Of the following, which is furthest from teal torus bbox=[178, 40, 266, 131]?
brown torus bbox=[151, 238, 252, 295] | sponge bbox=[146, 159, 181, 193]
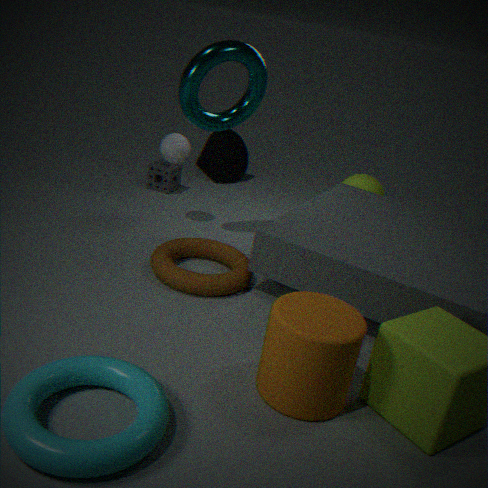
sponge bbox=[146, 159, 181, 193]
